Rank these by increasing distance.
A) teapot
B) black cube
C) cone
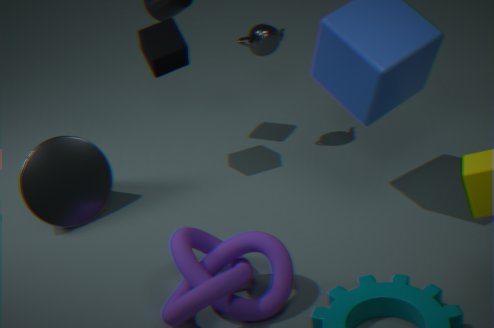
1. cone
2. black cube
3. teapot
